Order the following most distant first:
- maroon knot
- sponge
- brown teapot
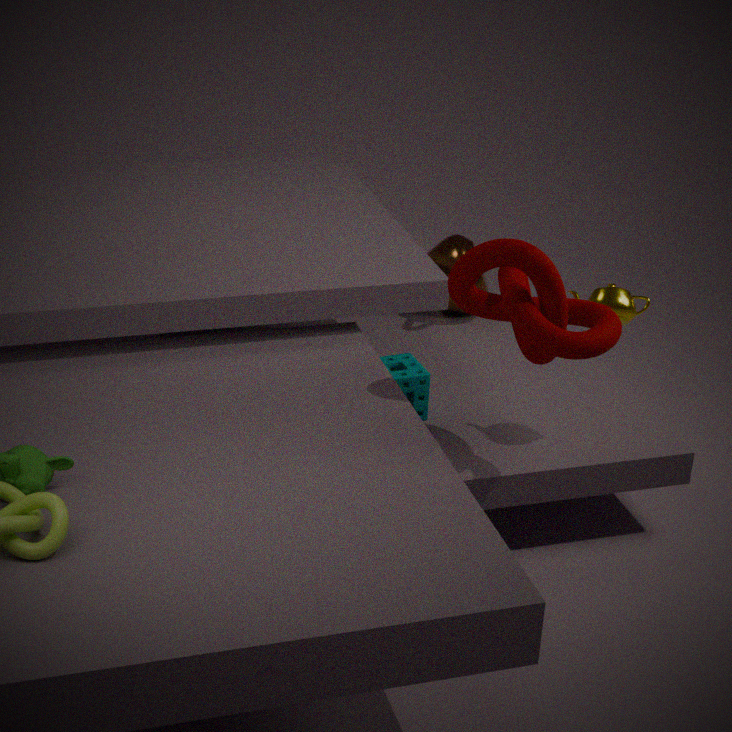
brown teapot < sponge < maroon knot
